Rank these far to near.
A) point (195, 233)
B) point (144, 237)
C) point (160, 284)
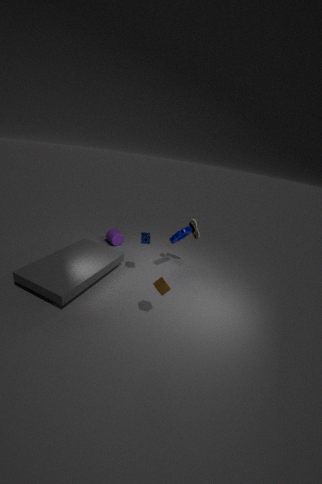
1. point (195, 233)
2. point (144, 237)
3. point (160, 284)
